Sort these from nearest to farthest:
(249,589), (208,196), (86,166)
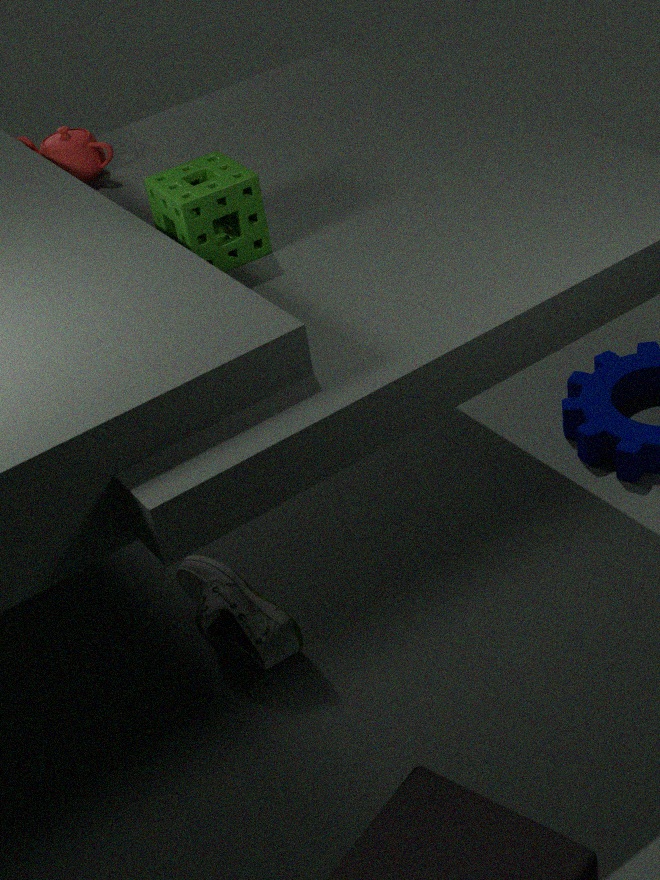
1. (208,196)
2. (249,589)
3. (86,166)
